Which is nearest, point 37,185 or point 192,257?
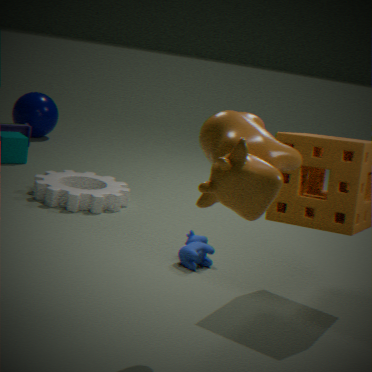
point 192,257
